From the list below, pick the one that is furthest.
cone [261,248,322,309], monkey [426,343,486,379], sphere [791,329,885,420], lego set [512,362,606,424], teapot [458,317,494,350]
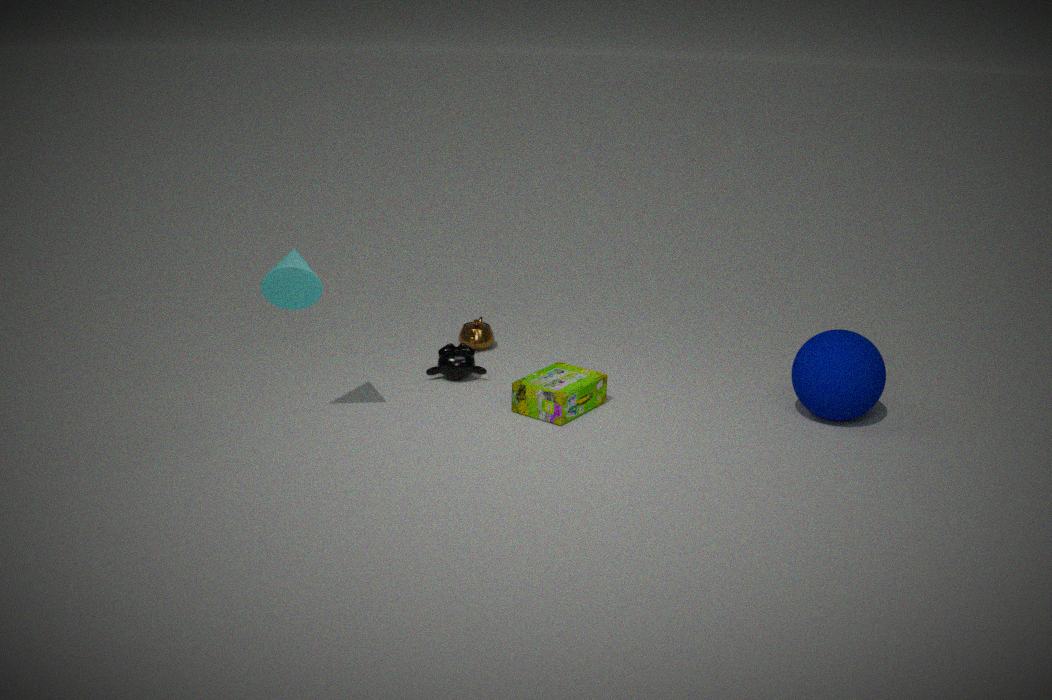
teapot [458,317,494,350]
